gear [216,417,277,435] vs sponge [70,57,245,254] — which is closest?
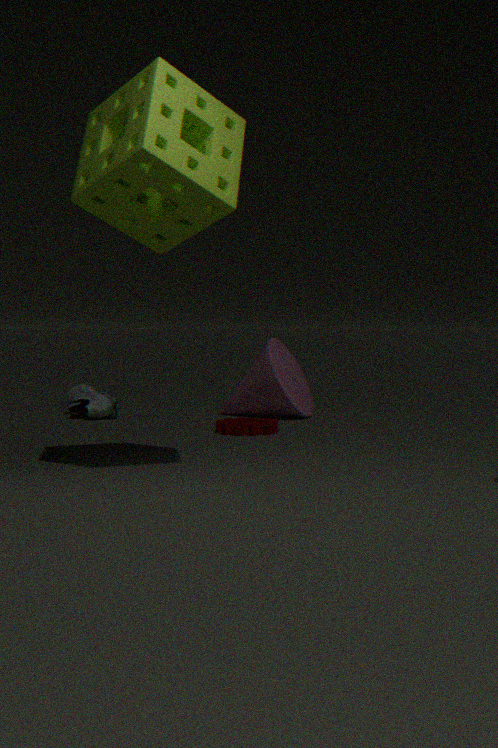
sponge [70,57,245,254]
